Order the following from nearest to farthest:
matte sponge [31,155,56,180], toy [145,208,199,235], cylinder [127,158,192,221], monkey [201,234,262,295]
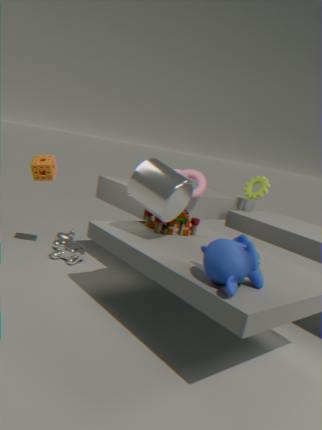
monkey [201,234,262,295]
cylinder [127,158,192,221]
toy [145,208,199,235]
matte sponge [31,155,56,180]
